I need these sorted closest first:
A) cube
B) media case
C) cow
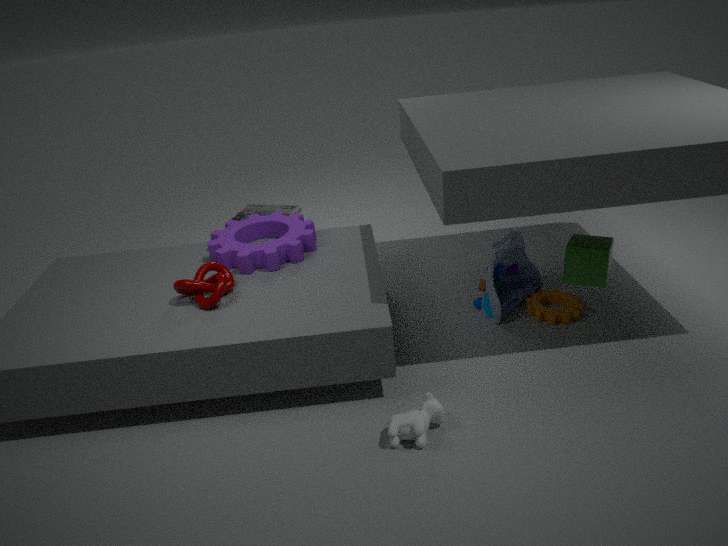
cow → cube → media case
